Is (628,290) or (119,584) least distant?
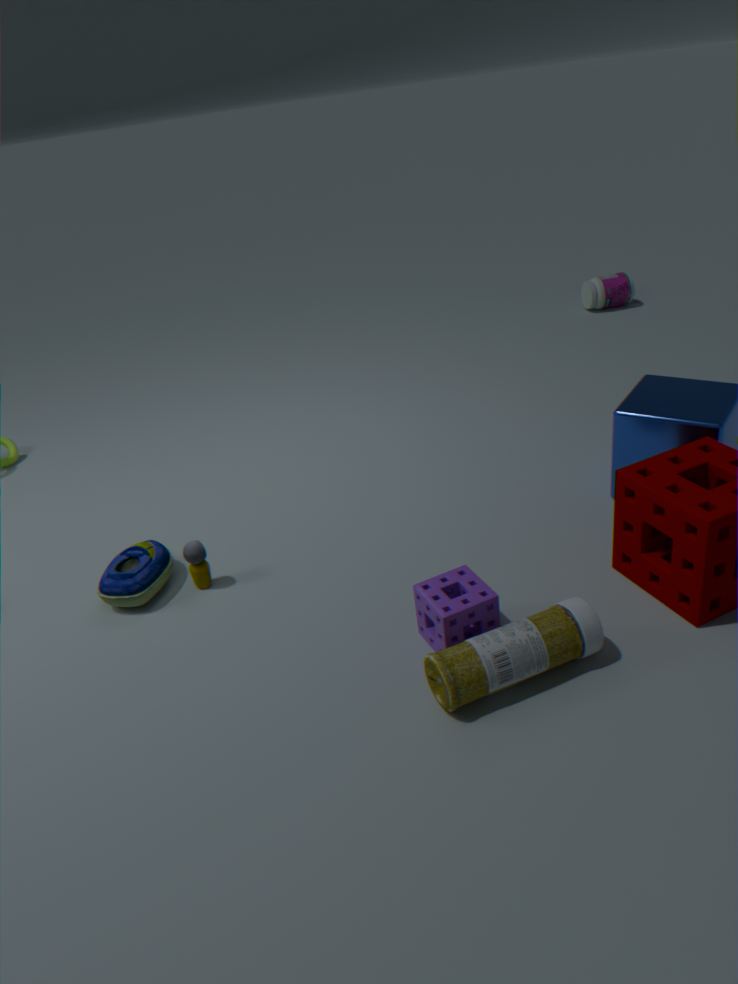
(119,584)
